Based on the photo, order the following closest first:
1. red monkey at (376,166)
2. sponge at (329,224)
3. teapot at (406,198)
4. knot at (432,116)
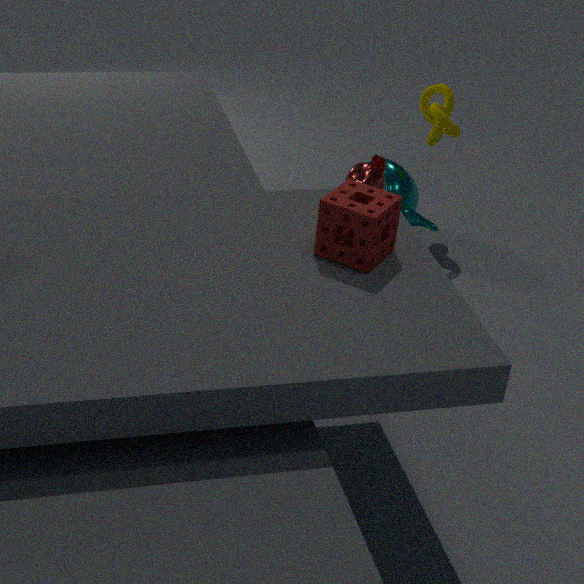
sponge at (329,224) → red monkey at (376,166) → knot at (432,116) → teapot at (406,198)
